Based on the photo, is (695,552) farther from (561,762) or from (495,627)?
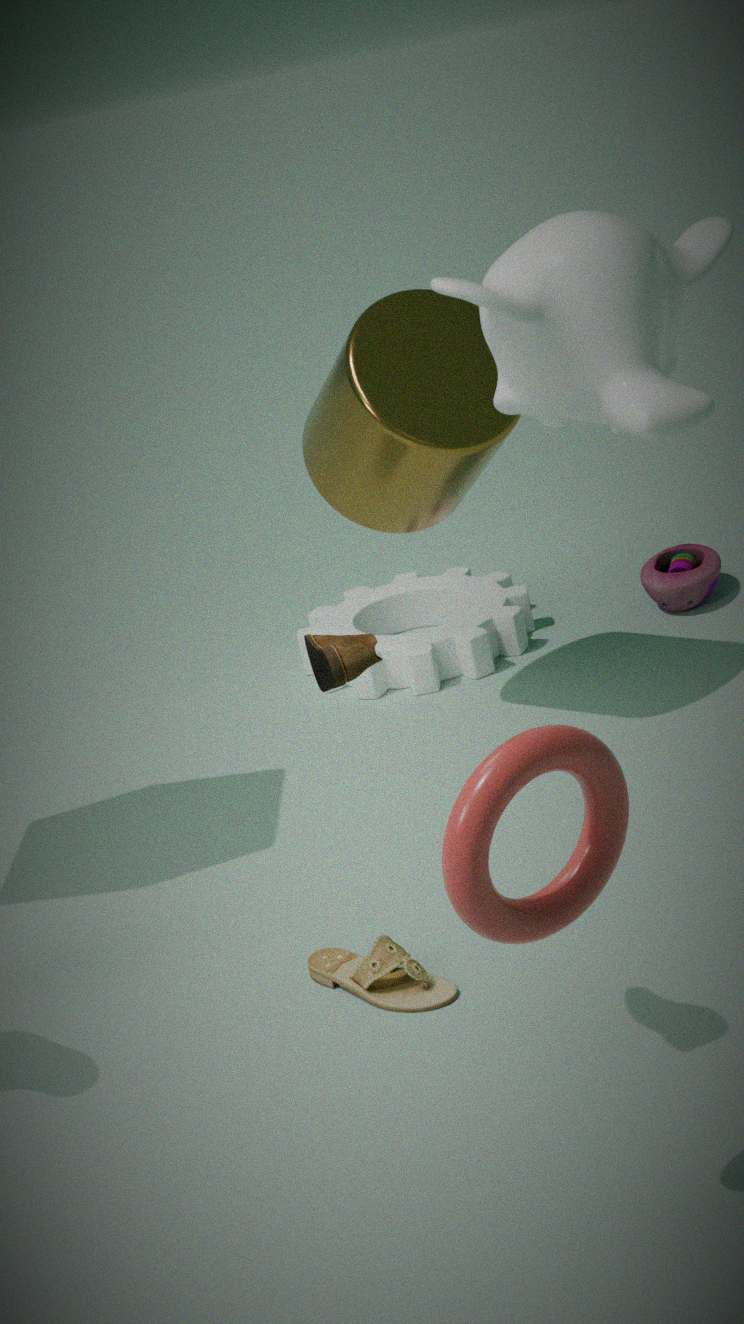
(561,762)
